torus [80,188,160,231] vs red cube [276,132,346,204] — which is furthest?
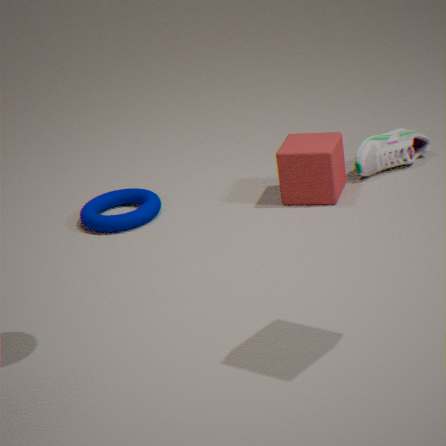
torus [80,188,160,231]
